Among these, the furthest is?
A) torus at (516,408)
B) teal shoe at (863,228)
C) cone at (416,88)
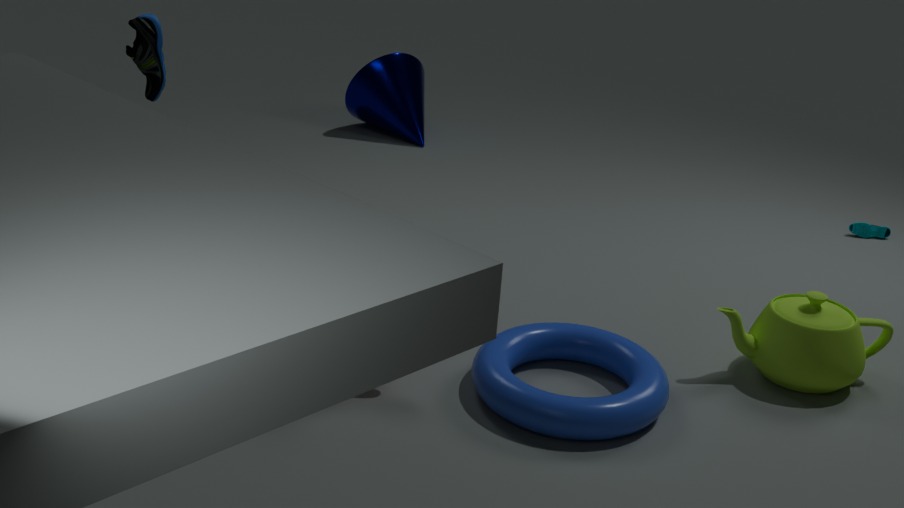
cone at (416,88)
